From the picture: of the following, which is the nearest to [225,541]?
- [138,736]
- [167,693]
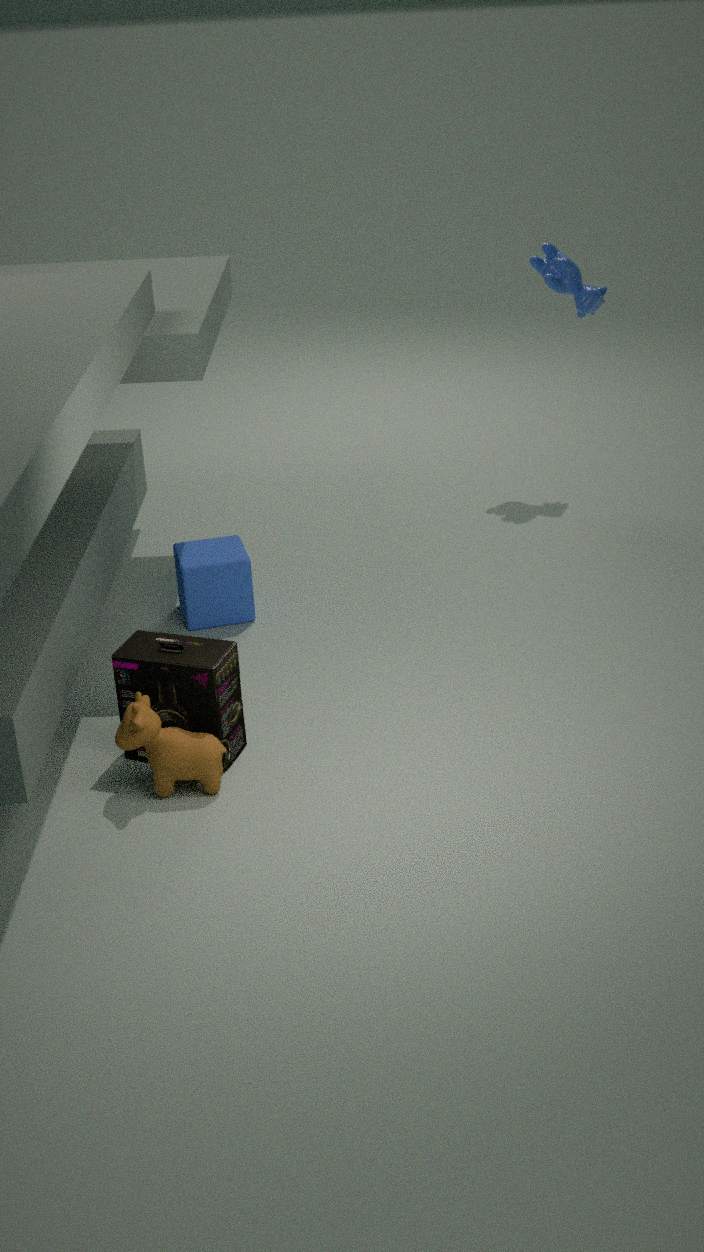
[167,693]
